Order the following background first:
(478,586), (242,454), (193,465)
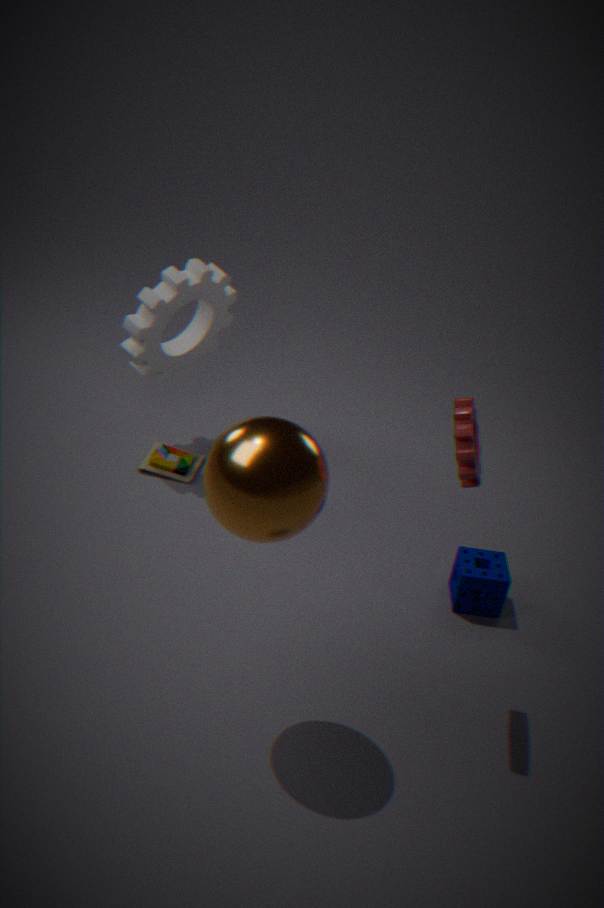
(193,465), (478,586), (242,454)
